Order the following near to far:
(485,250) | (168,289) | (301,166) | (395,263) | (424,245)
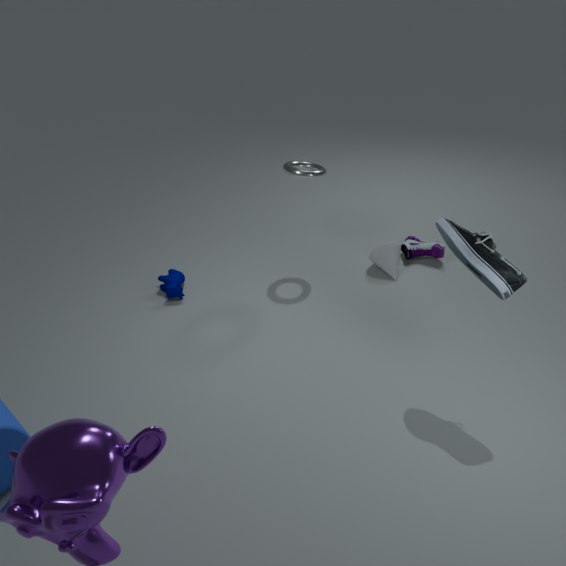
(485,250) < (168,289) < (301,166) < (395,263) < (424,245)
